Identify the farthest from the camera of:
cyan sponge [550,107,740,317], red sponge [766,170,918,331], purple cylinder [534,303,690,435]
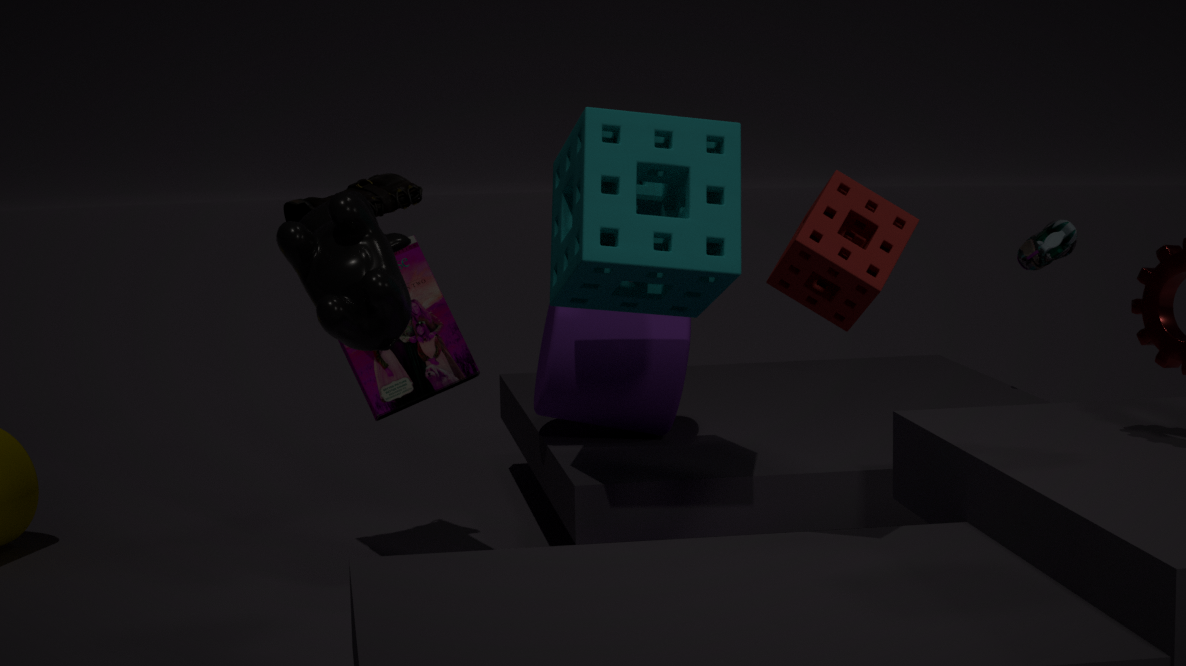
purple cylinder [534,303,690,435]
